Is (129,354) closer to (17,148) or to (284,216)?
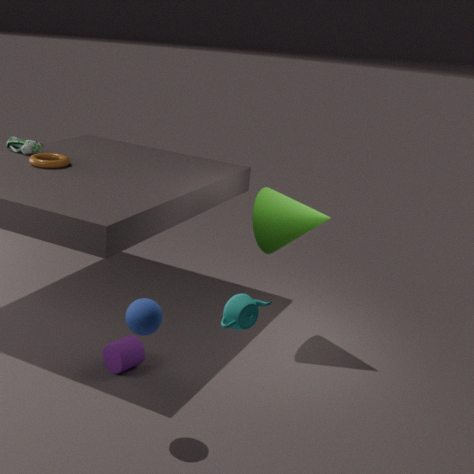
(284,216)
